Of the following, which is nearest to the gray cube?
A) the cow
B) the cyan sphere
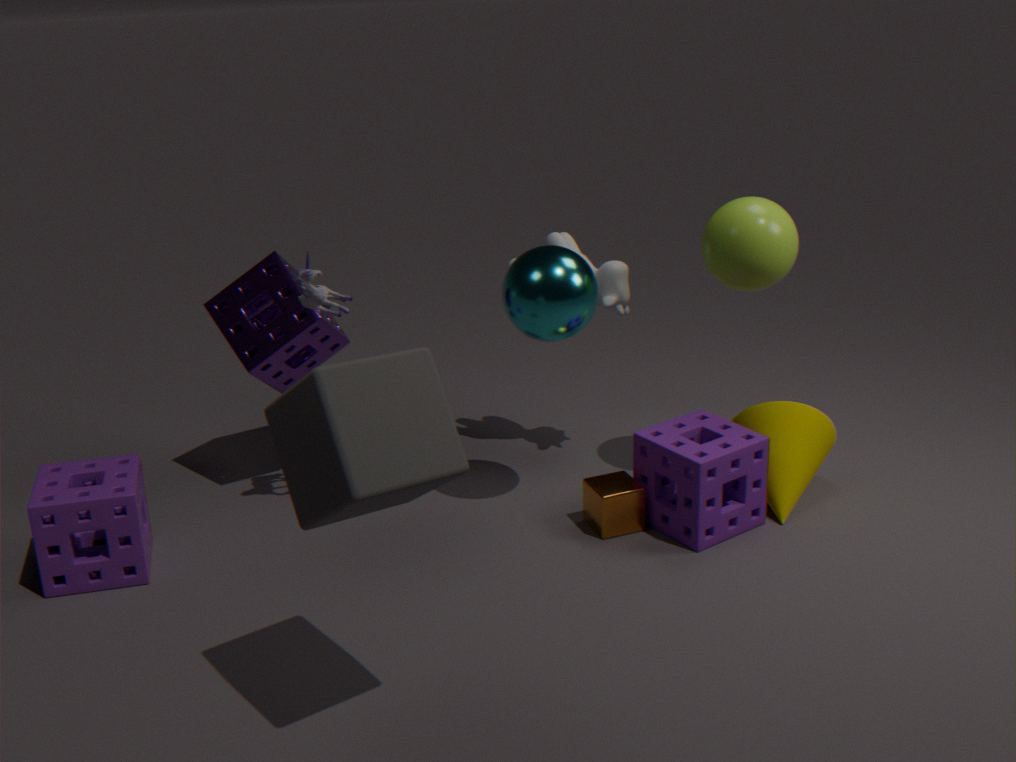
the cyan sphere
